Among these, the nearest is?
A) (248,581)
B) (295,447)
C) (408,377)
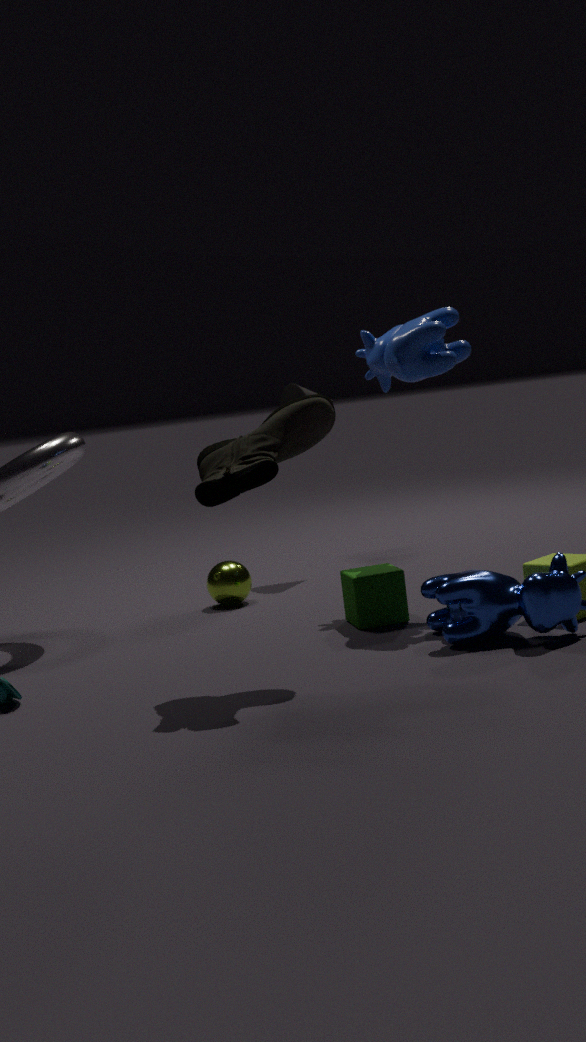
(295,447)
